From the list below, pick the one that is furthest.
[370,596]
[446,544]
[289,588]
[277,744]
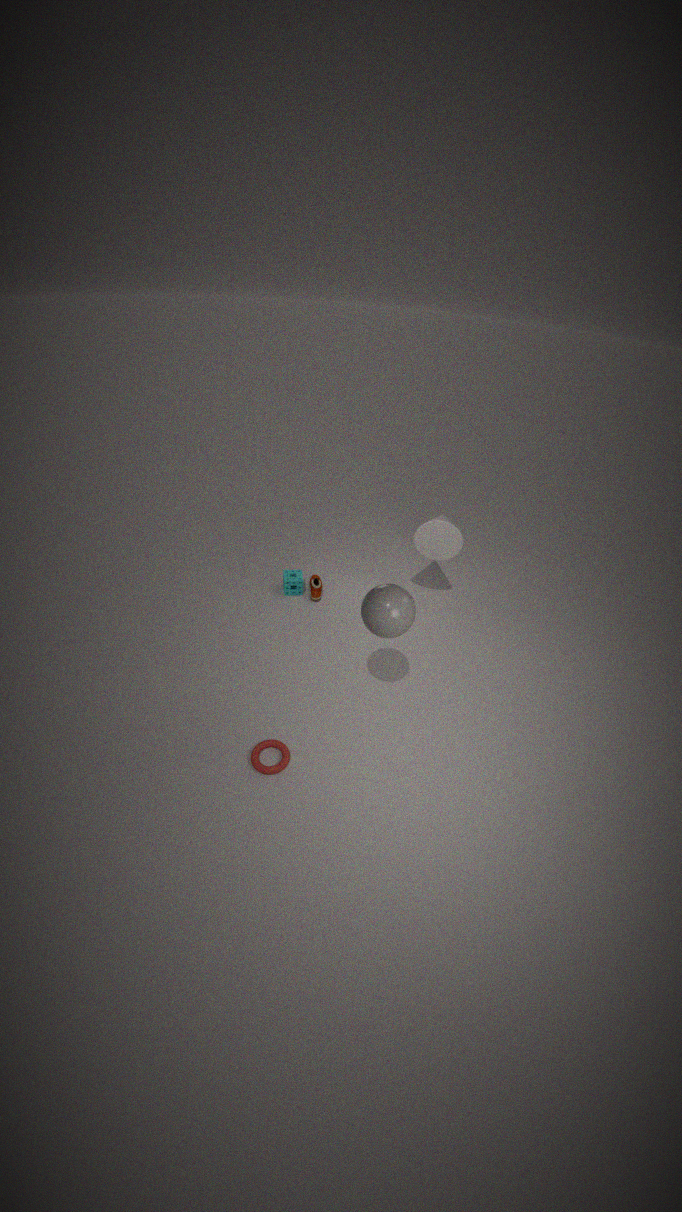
[289,588]
